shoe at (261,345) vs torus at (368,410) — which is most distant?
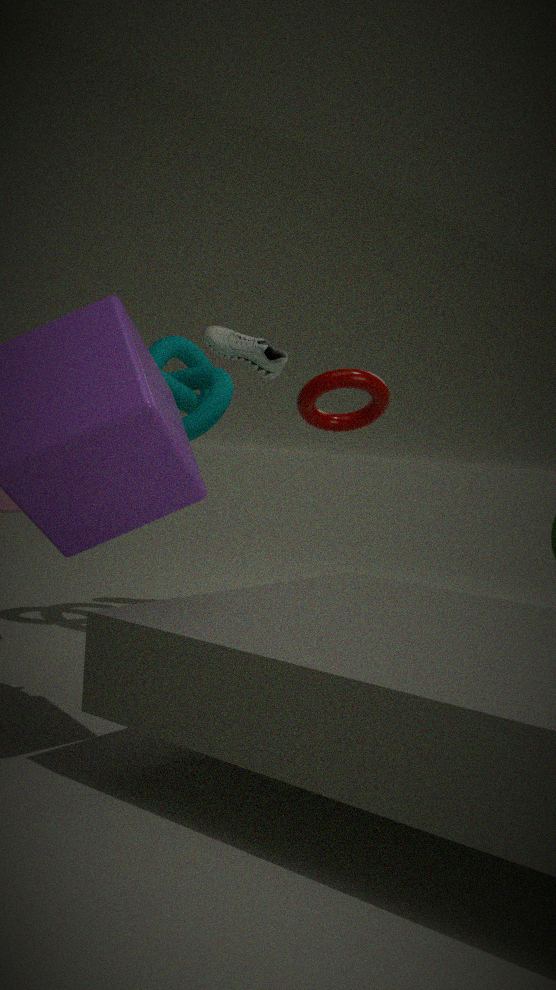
shoe at (261,345)
